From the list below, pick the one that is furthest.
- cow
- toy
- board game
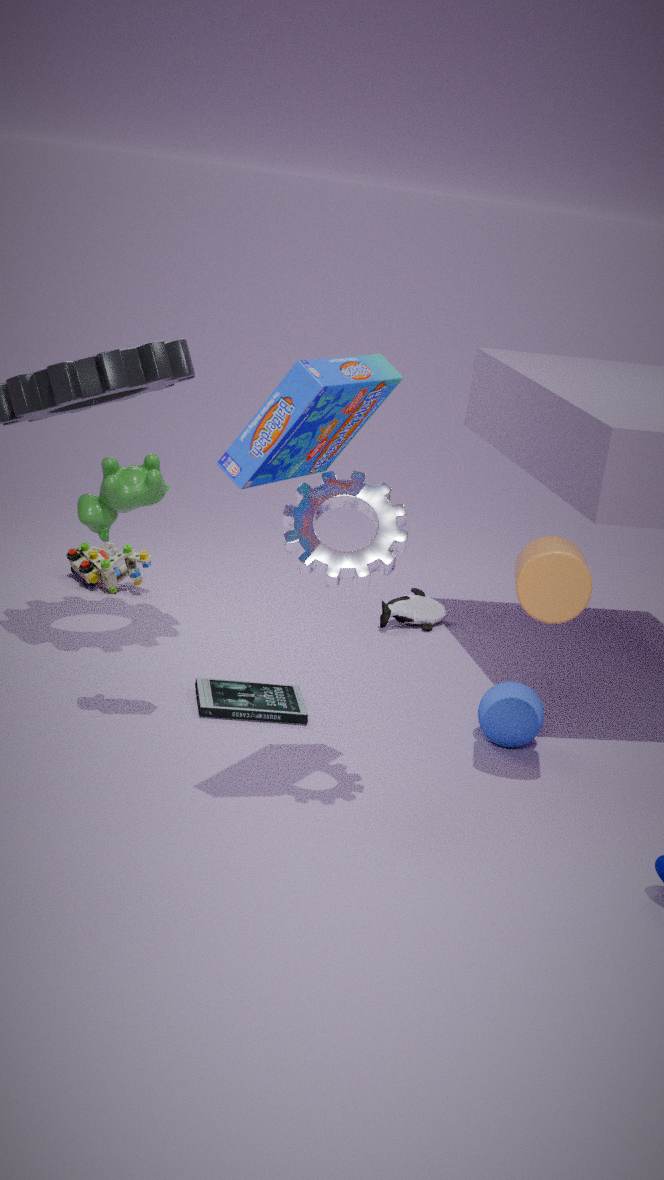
toy
